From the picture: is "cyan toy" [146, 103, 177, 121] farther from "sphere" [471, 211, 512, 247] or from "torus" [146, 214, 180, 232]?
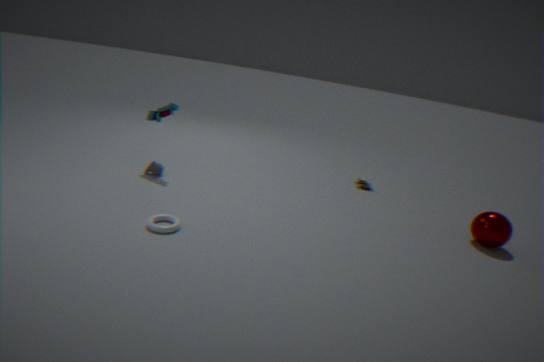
"sphere" [471, 211, 512, 247]
